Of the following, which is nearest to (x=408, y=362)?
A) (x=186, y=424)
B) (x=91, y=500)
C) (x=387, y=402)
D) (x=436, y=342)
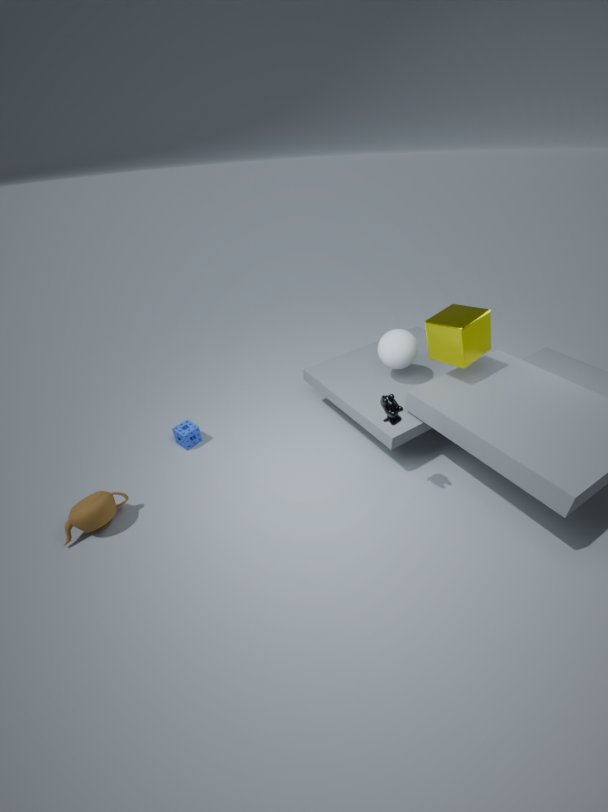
(x=436, y=342)
